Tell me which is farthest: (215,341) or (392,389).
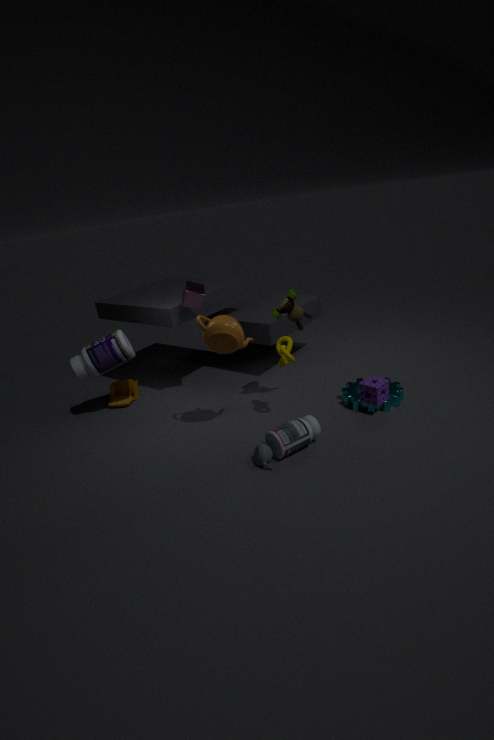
(392,389)
